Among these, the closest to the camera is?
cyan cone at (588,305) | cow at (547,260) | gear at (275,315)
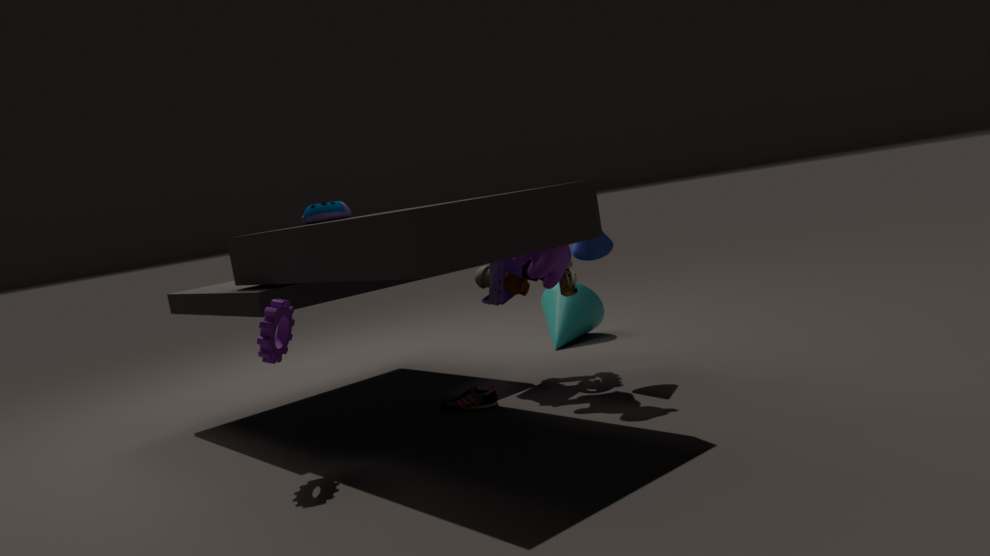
gear at (275,315)
